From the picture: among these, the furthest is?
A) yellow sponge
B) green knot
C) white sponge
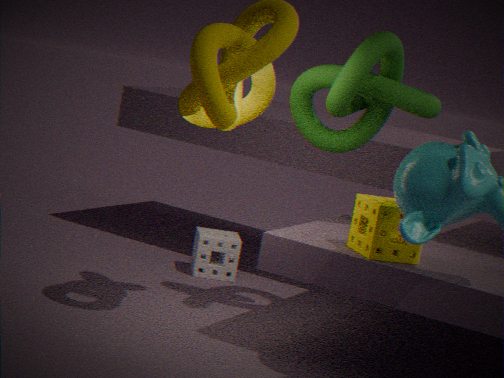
white sponge
